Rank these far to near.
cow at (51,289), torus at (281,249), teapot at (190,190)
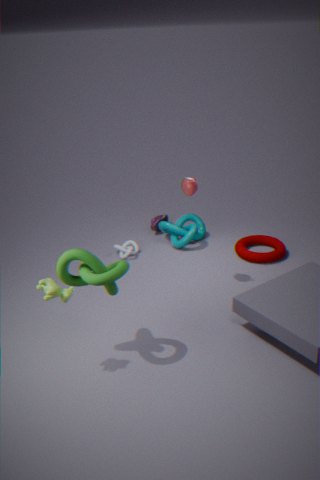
torus at (281,249), teapot at (190,190), cow at (51,289)
